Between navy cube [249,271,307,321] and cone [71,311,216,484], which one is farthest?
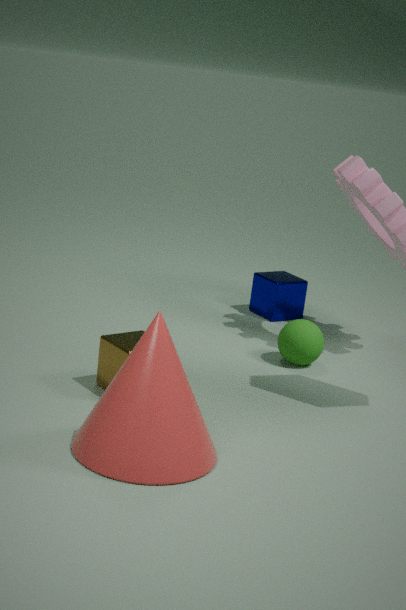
navy cube [249,271,307,321]
